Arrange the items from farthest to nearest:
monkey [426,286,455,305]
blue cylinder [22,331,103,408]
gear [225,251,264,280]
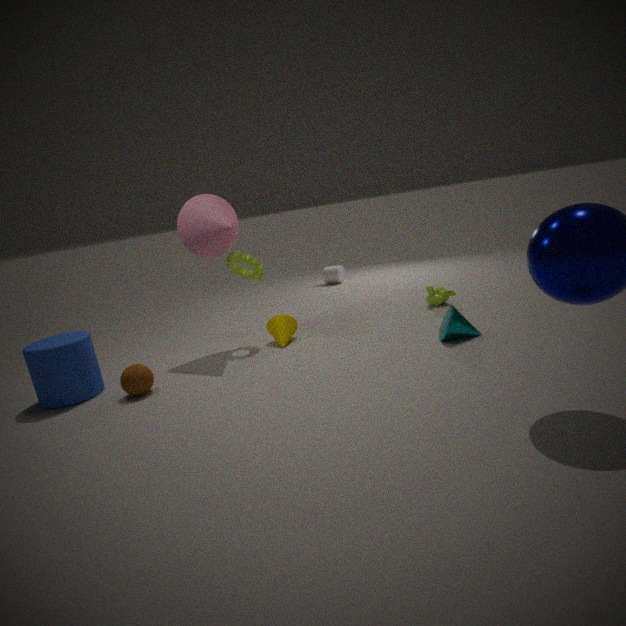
monkey [426,286,455,305] < gear [225,251,264,280] < blue cylinder [22,331,103,408]
